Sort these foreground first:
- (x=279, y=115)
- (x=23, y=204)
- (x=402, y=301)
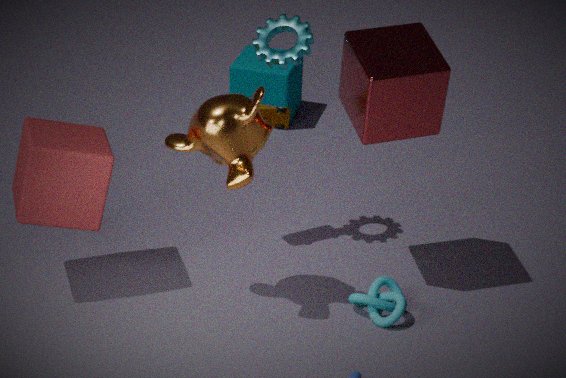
(x=23, y=204), (x=402, y=301), (x=279, y=115)
